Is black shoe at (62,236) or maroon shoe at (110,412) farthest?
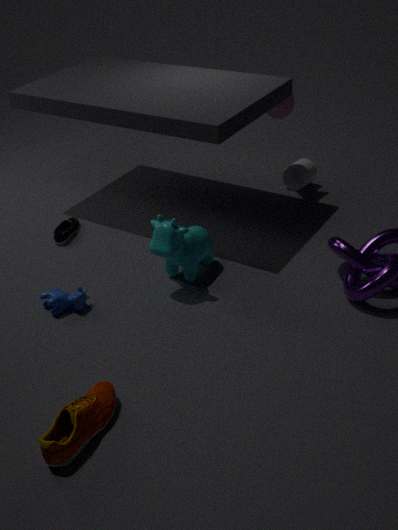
black shoe at (62,236)
